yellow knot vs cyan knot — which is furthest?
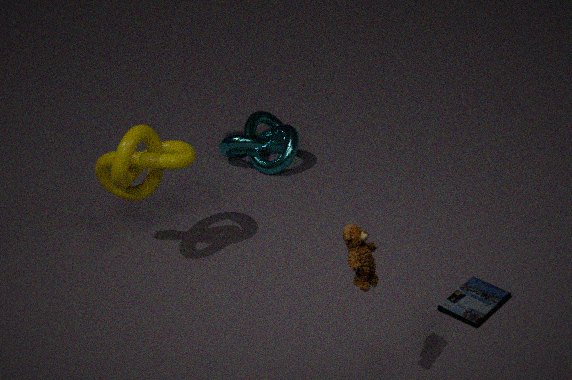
cyan knot
